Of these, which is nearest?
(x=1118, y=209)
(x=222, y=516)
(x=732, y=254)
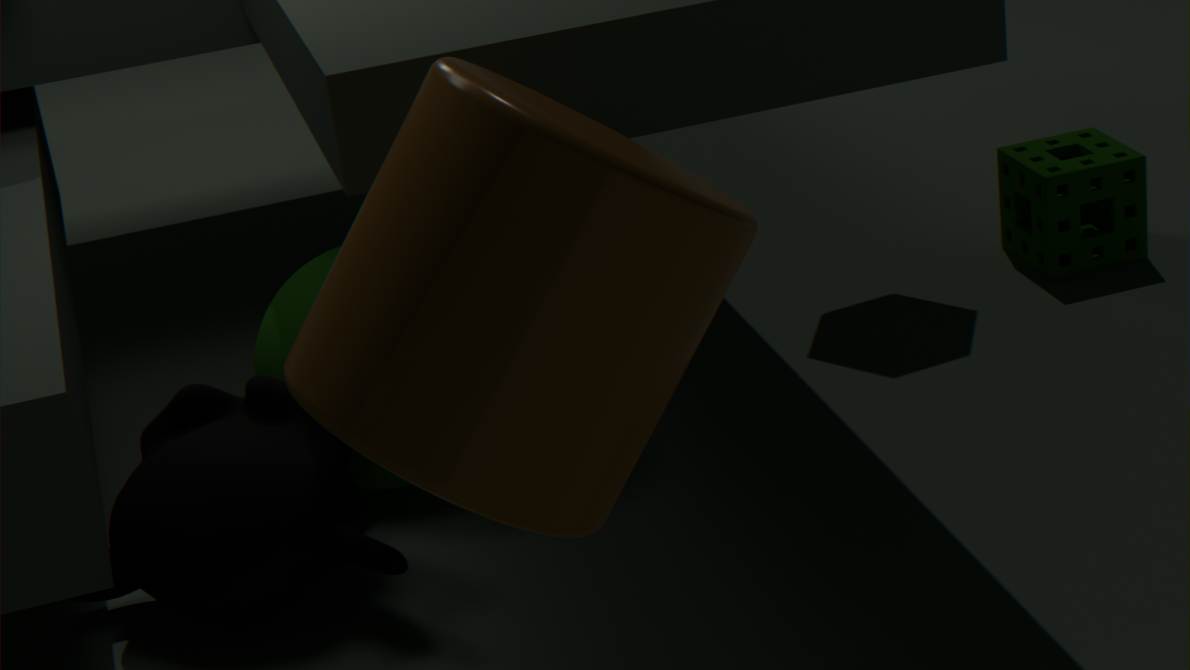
(x=732, y=254)
